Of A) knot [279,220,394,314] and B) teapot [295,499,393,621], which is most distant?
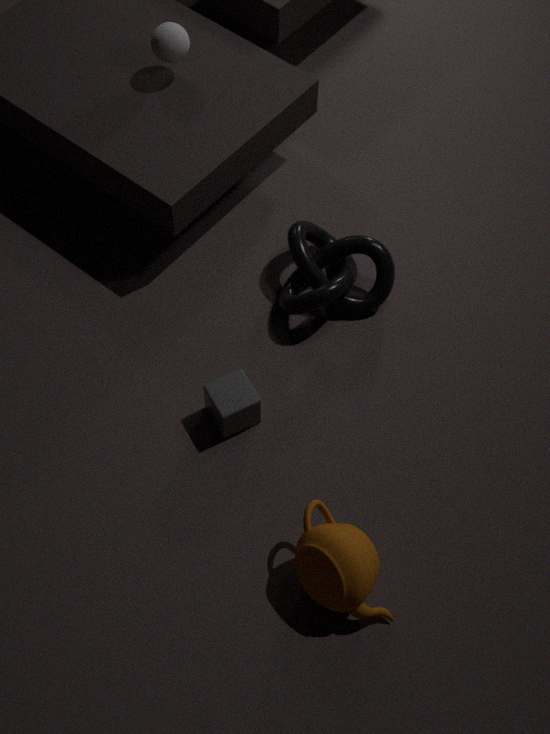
A. knot [279,220,394,314]
